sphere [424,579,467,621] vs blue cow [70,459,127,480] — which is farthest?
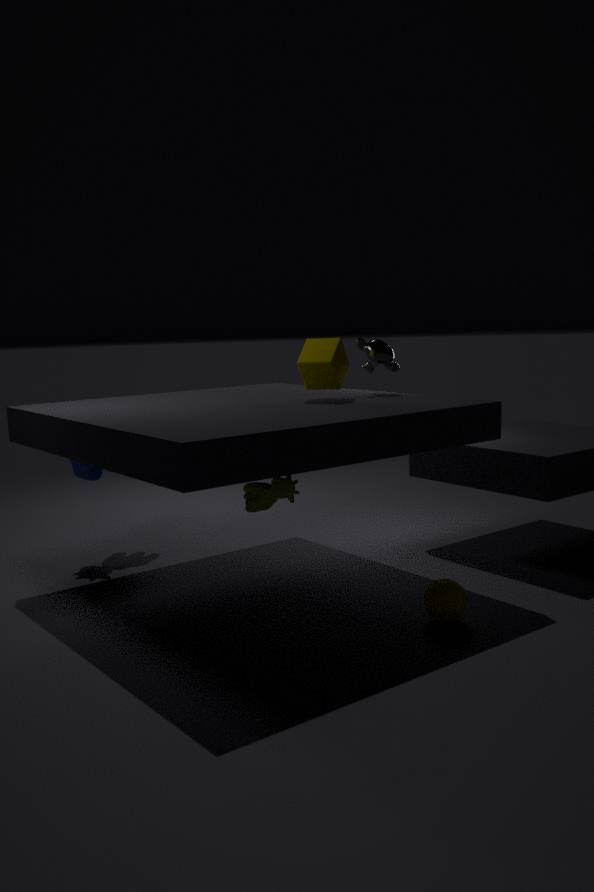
blue cow [70,459,127,480]
